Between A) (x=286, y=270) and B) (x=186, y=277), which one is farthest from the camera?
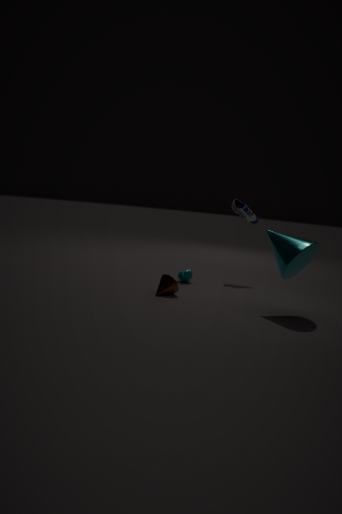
B. (x=186, y=277)
